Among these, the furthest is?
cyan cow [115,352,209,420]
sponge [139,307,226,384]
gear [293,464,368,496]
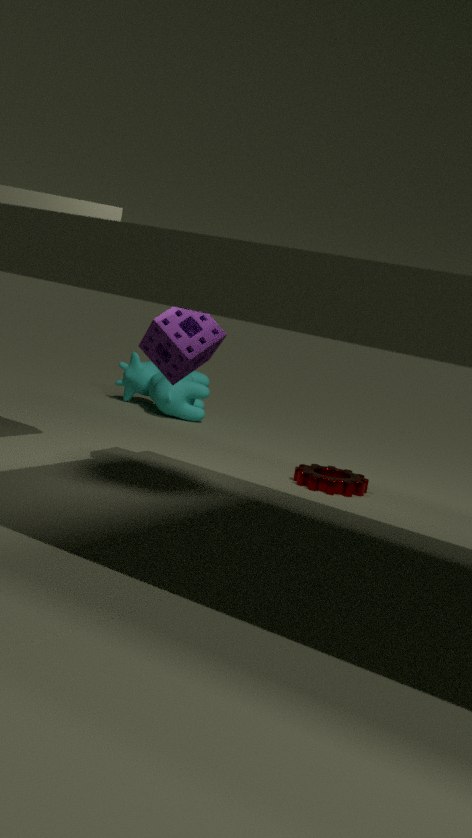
cyan cow [115,352,209,420]
